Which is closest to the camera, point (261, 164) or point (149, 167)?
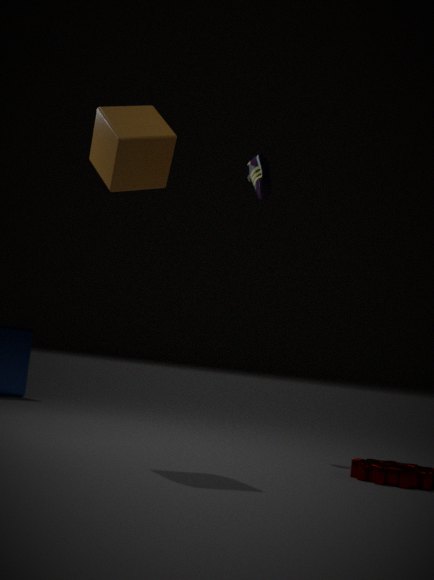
point (149, 167)
